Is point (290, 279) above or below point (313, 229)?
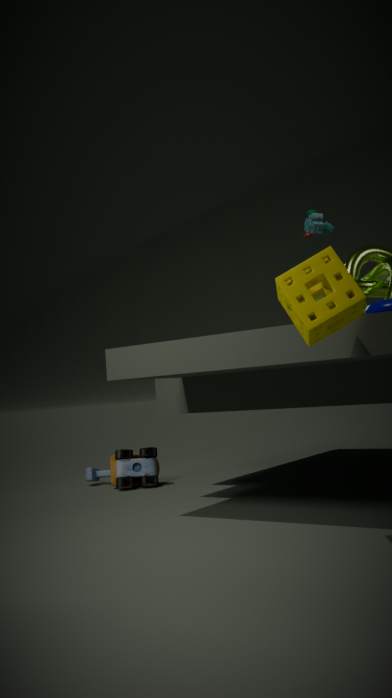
below
